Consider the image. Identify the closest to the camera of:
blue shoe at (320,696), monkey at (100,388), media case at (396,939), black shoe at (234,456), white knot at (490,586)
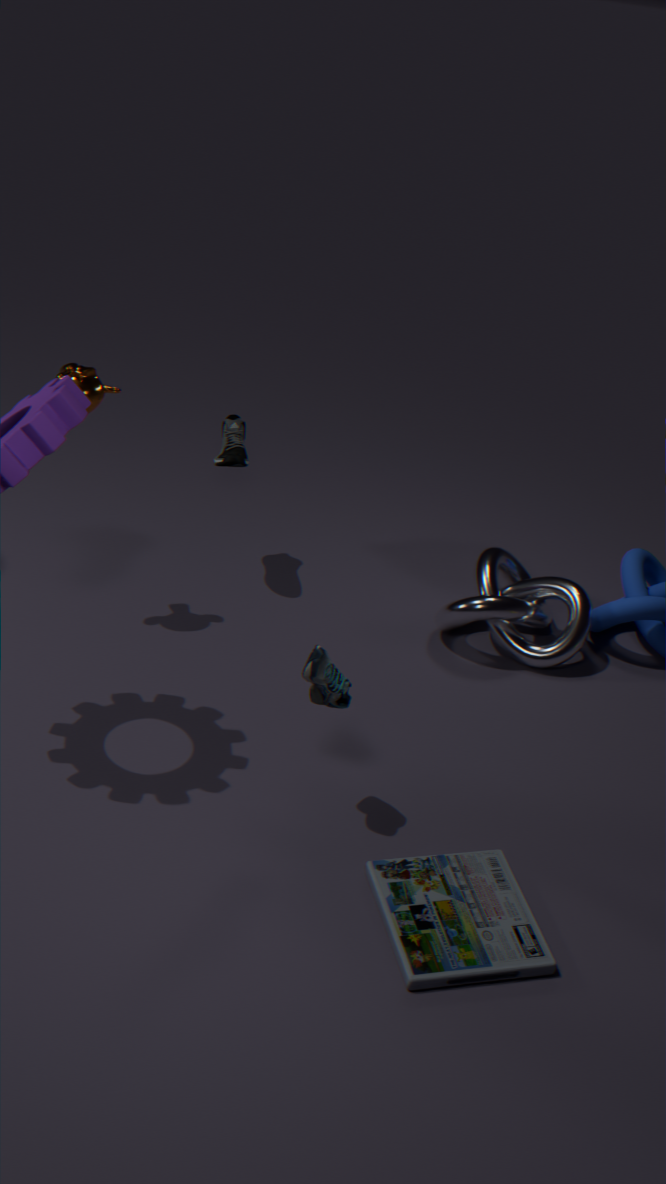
media case at (396,939)
